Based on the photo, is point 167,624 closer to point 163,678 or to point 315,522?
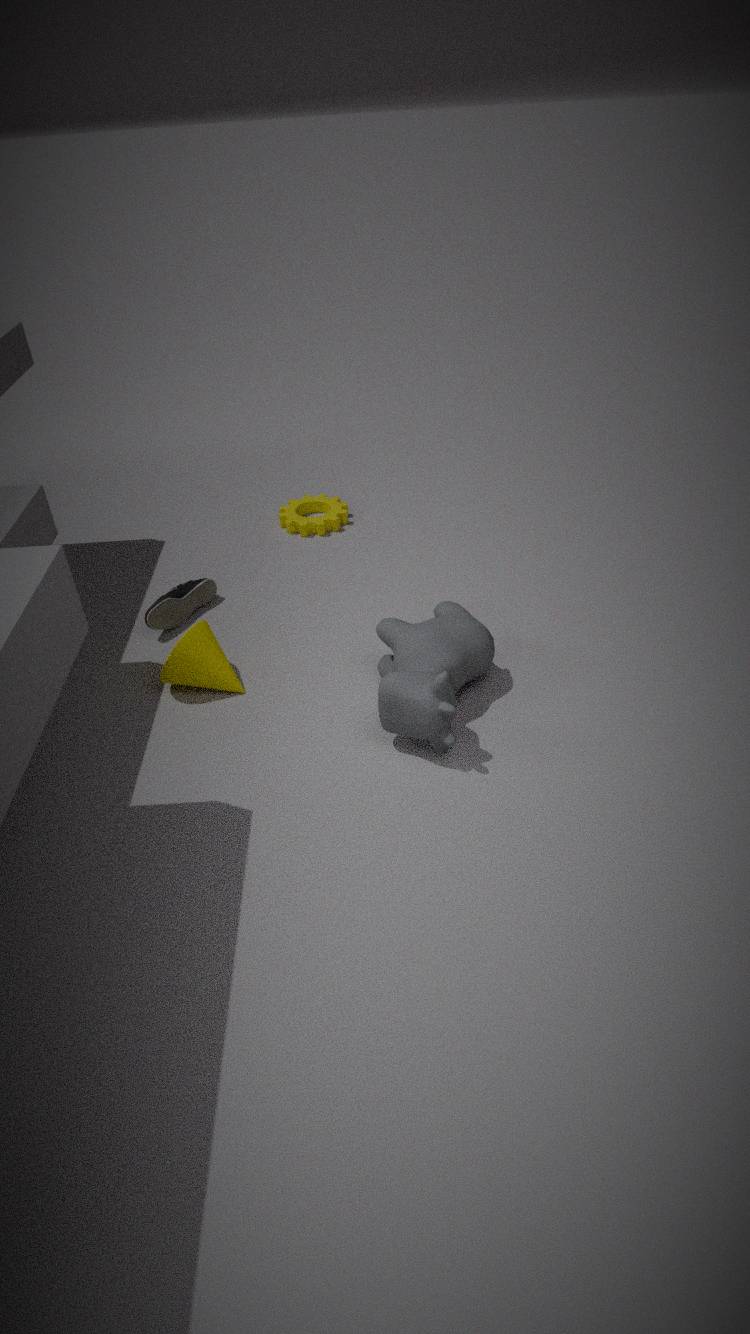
point 163,678
